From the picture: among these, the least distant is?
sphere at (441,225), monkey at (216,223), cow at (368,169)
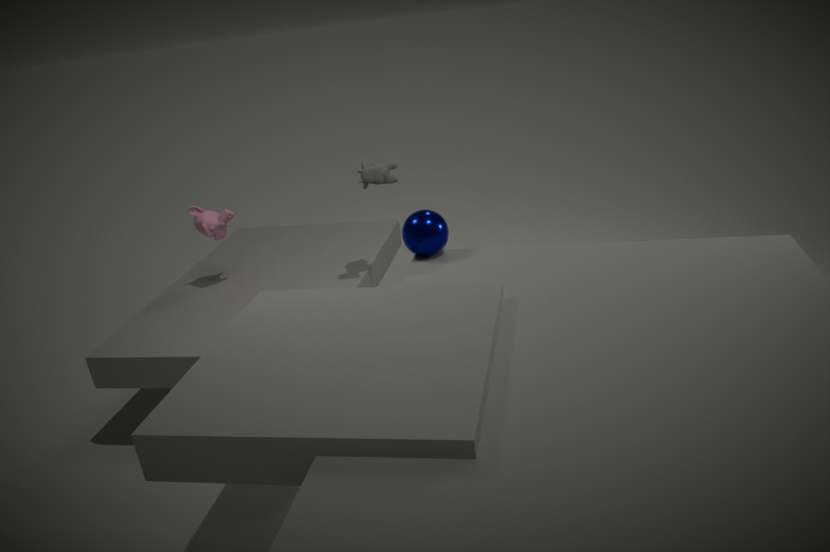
sphere at (441,225)
